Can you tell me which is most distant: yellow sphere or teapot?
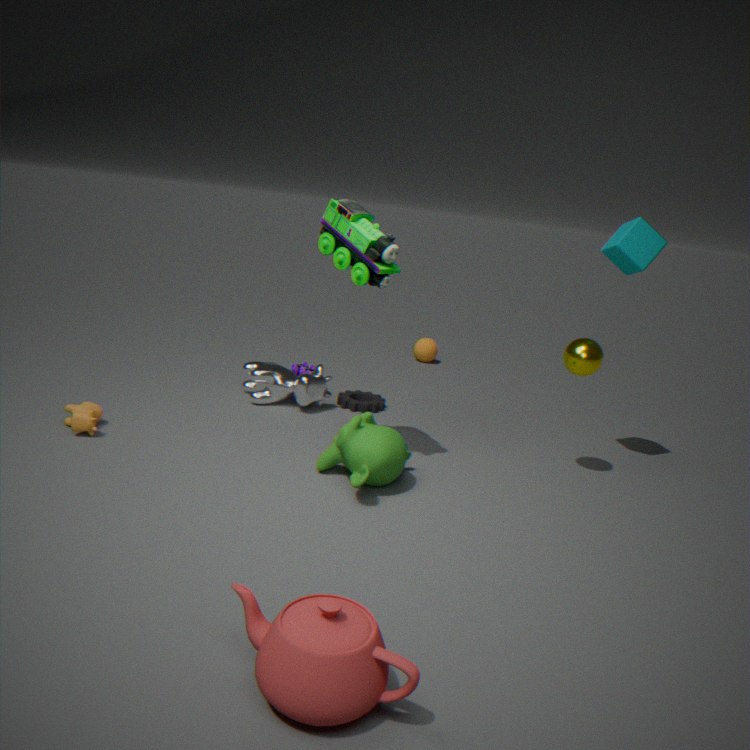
yellow sphere
